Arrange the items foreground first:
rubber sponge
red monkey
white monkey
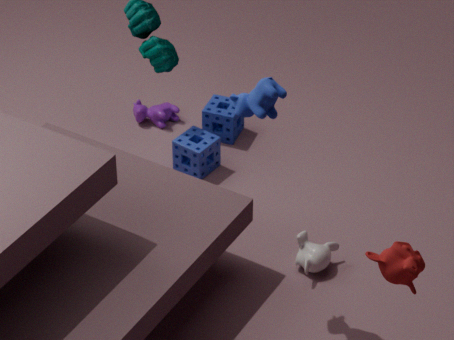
1. red monkey
2. white monkey
3. rubber sponge
